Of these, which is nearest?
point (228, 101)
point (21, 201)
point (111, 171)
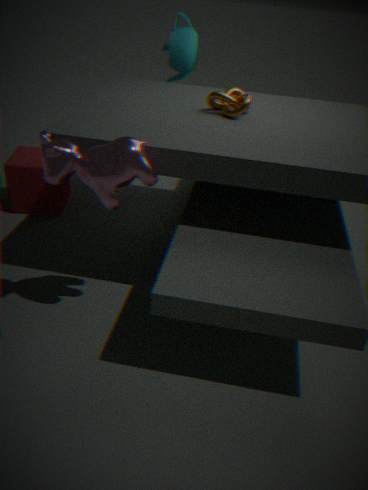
point (111, 171)
